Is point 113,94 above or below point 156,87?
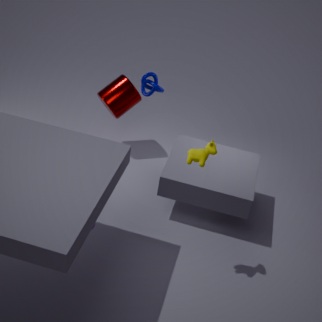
below
